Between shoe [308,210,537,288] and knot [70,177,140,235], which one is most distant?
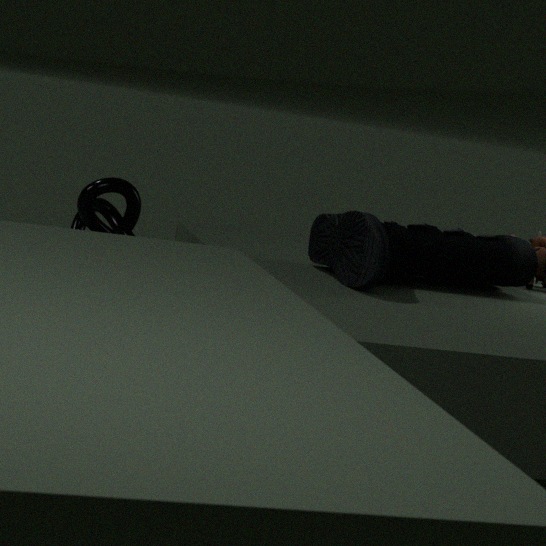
knot [70,177,140,235]
